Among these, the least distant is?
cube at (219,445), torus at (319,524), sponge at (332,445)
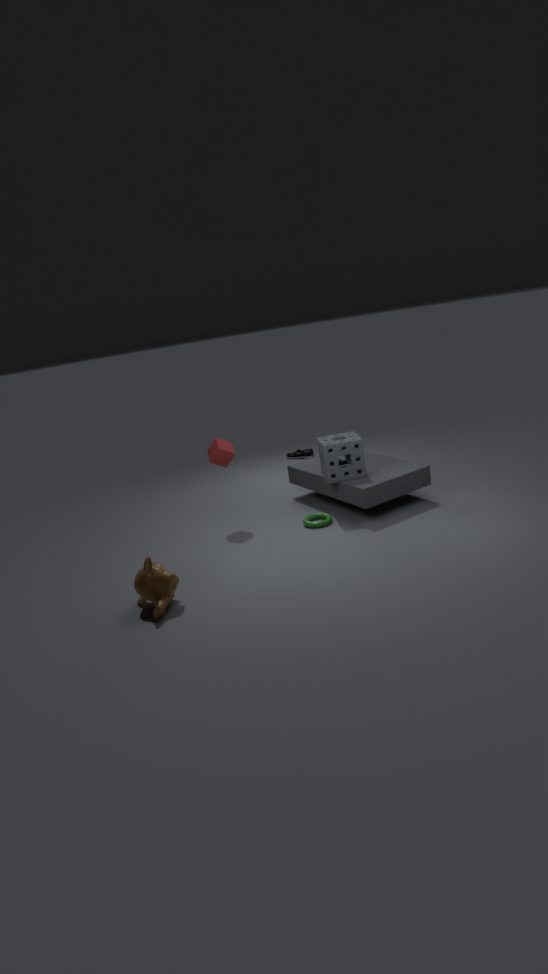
sponge at (332,445)
